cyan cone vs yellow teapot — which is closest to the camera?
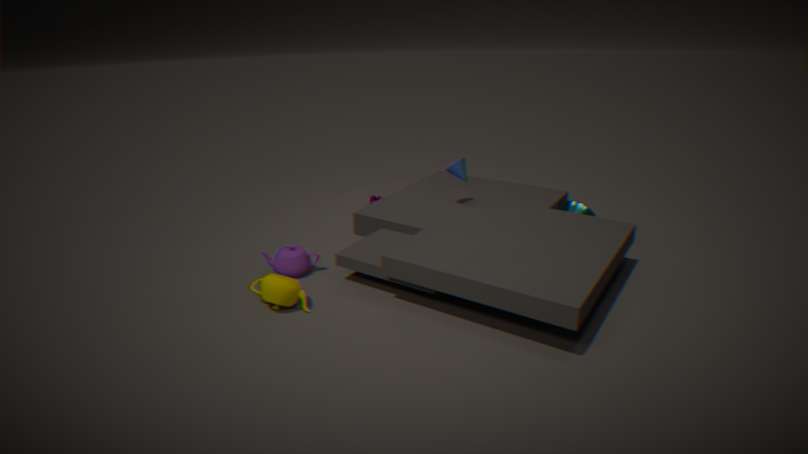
yellow teapot
